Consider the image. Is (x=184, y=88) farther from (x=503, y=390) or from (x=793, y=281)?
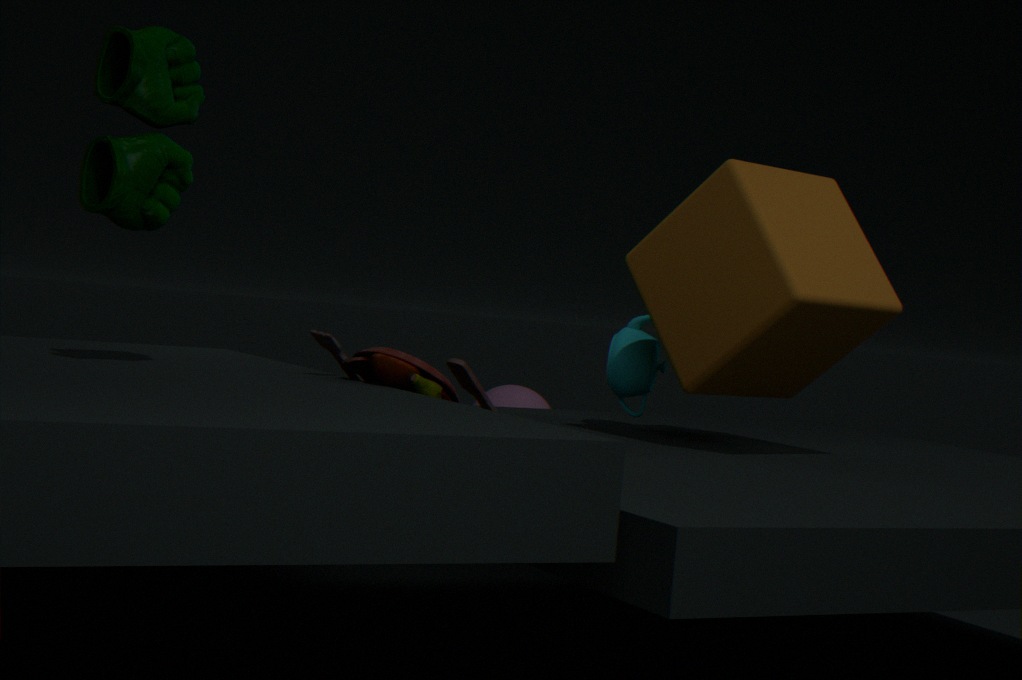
(x=503, y=390)
